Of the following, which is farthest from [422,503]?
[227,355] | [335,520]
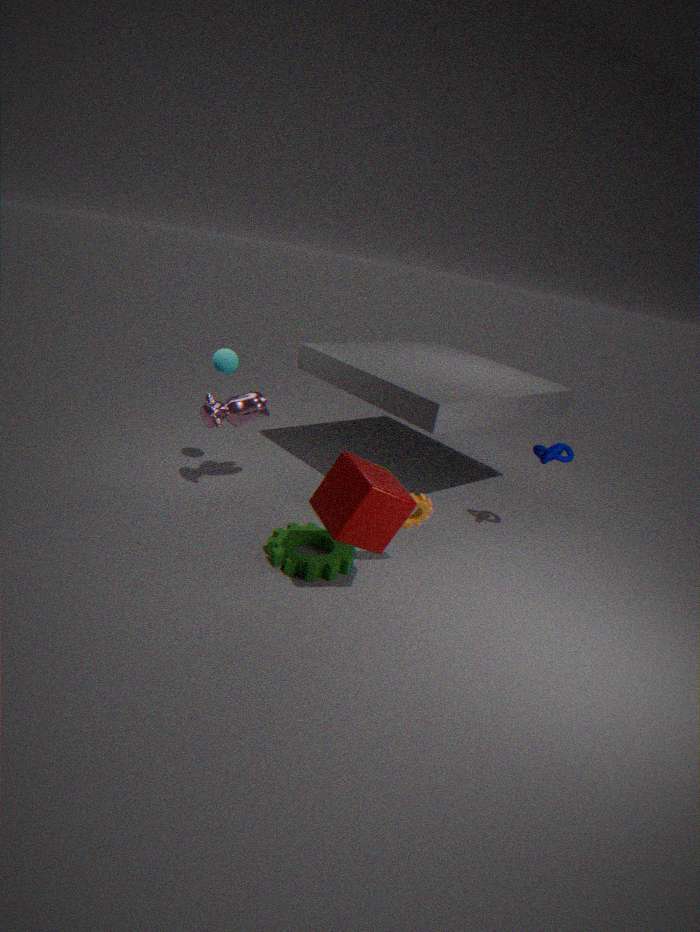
[227,355]
